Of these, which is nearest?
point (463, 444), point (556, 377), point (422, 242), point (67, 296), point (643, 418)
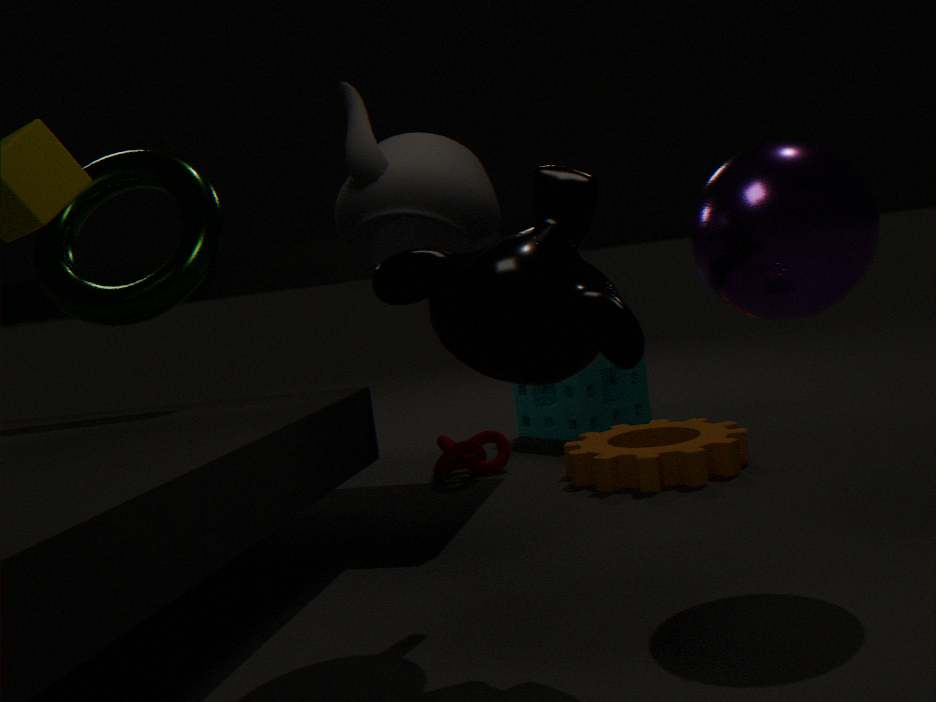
point (556, 377)
